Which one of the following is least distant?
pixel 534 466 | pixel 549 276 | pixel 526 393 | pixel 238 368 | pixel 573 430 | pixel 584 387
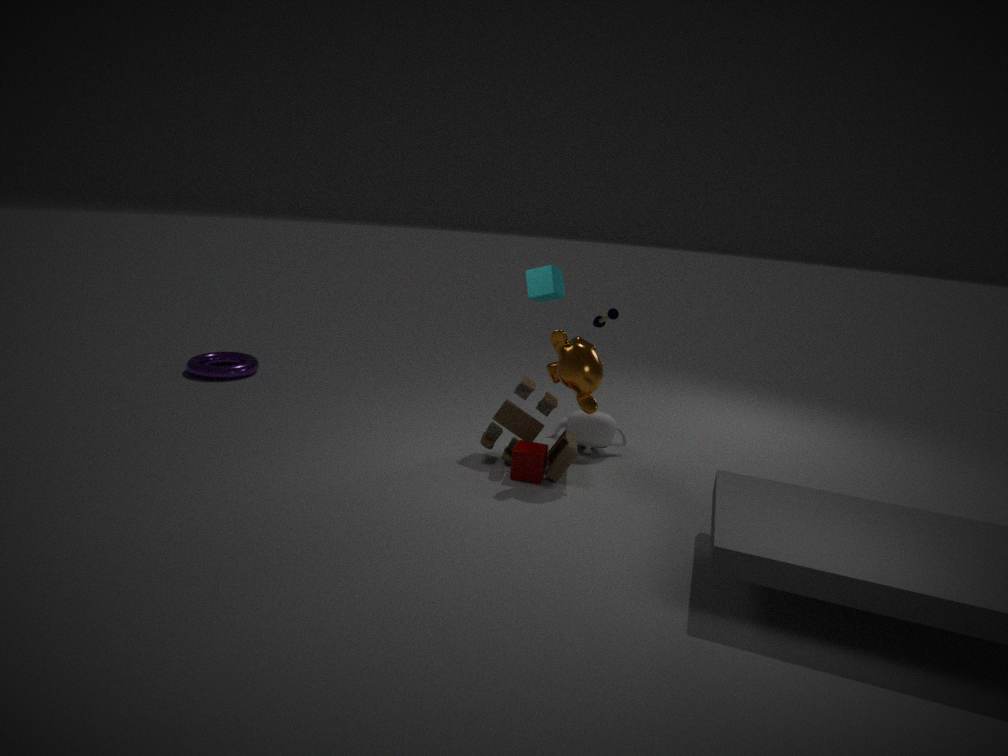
pixel 584 387
